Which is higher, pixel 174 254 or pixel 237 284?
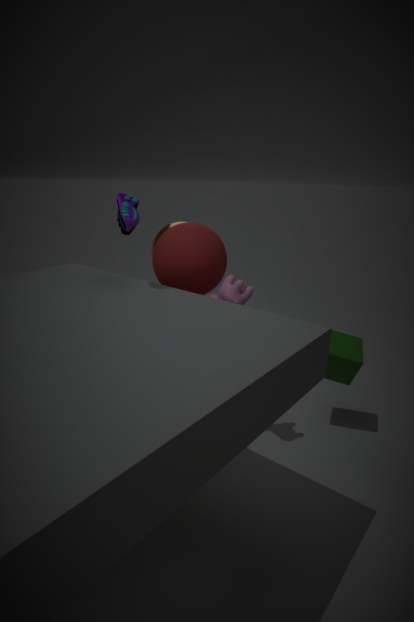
pixel 174 254
